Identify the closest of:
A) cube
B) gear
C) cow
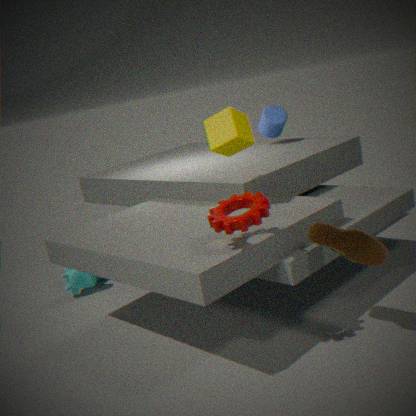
gear
